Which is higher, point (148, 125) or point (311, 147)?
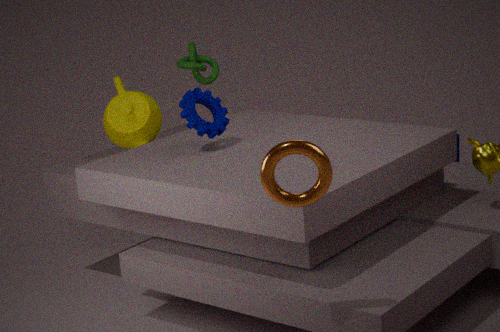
point (311, 147)
